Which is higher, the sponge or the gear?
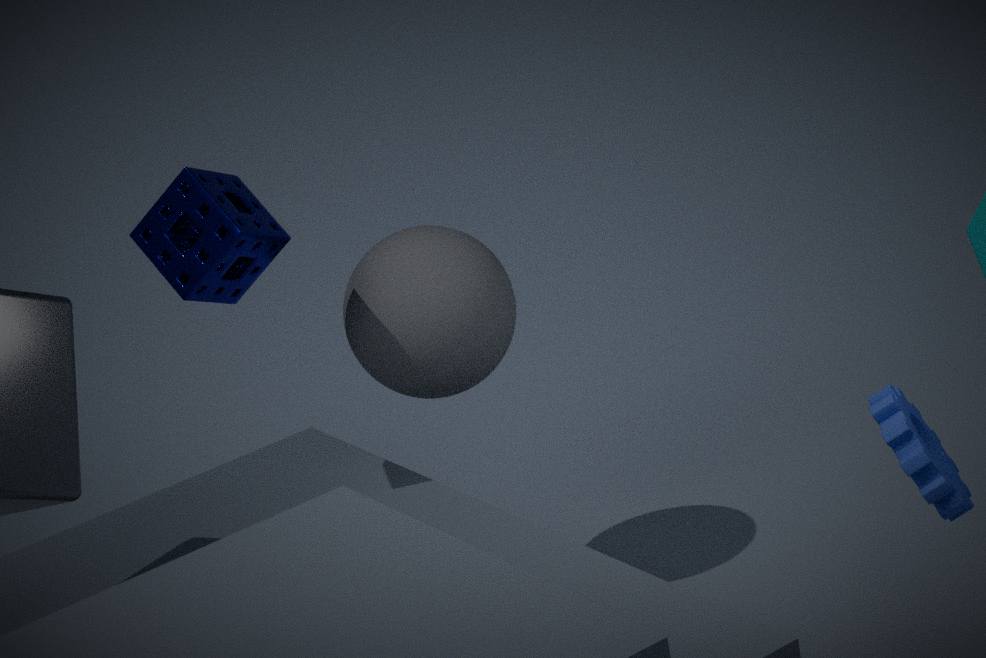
the sponge
